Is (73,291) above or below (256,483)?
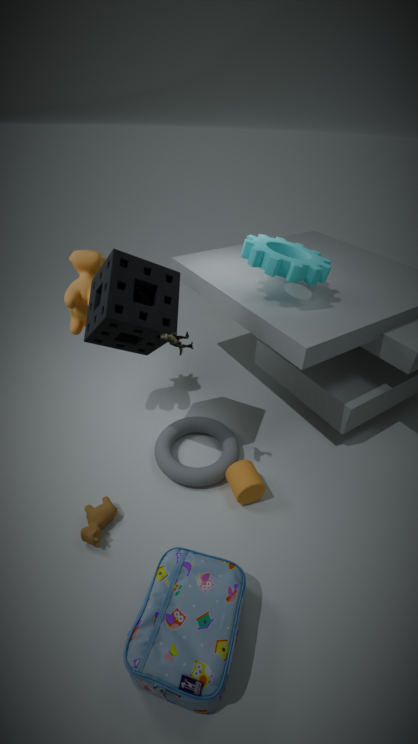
above
